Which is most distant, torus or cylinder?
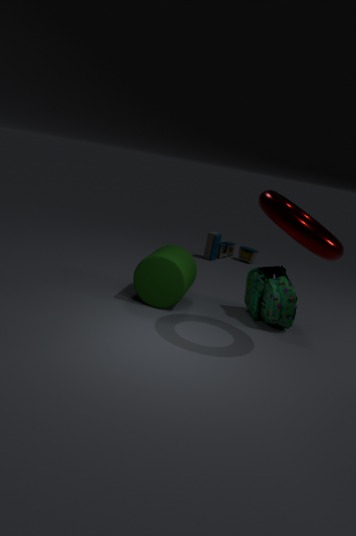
cylinder
